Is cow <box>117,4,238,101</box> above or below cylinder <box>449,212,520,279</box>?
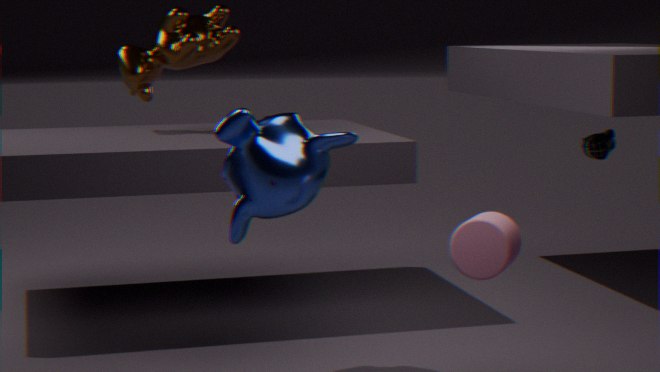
above
